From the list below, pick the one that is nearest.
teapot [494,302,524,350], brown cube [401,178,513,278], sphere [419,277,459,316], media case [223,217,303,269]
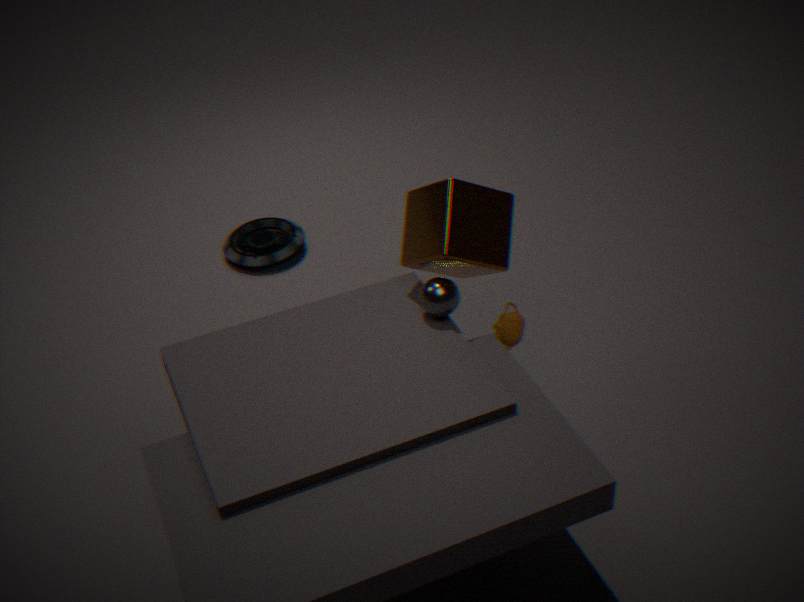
brown cube [401,178,513,278]
